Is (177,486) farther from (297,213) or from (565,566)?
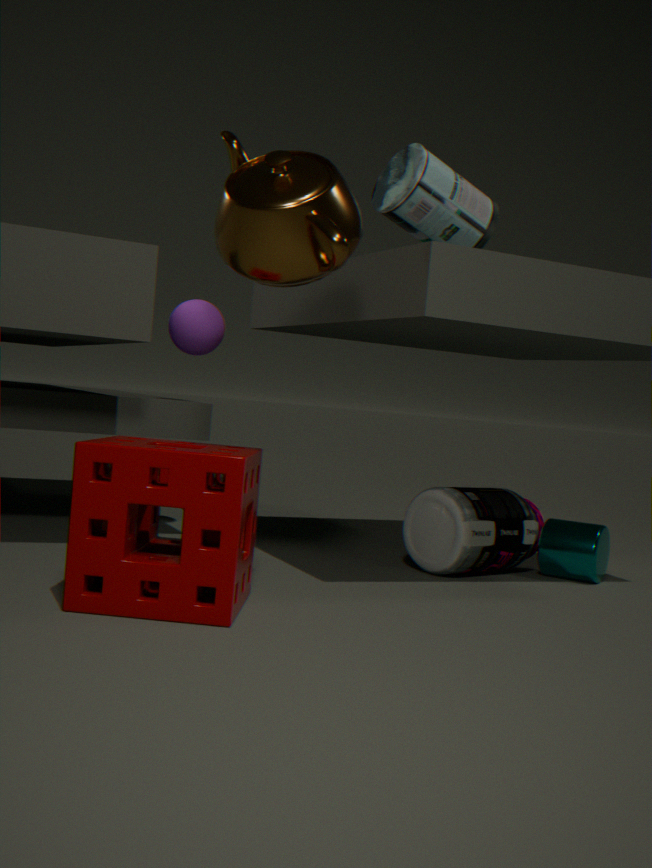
(565,566)
